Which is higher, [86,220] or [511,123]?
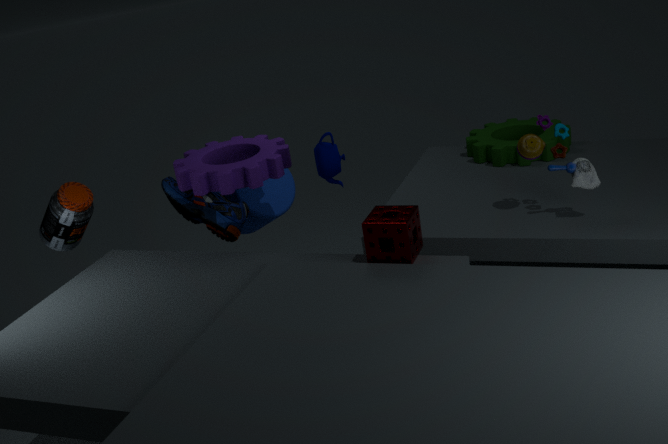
[86,220]
